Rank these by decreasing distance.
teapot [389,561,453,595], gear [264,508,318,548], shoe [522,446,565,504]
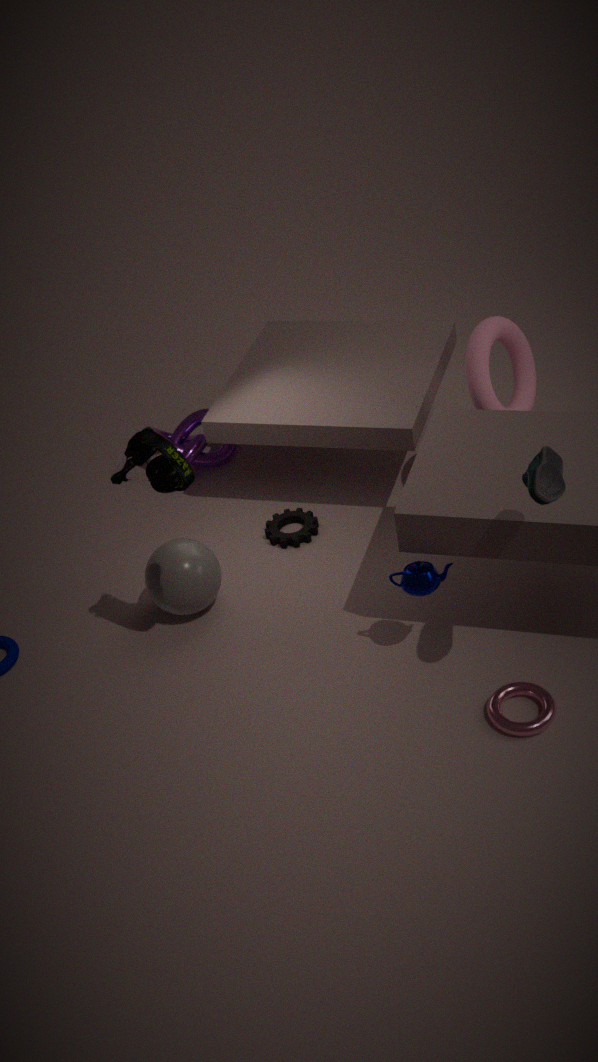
1. gear [264,508,318,548]
2. teapot [389,561,453,595]
3. shoe [522,446,565,504]
